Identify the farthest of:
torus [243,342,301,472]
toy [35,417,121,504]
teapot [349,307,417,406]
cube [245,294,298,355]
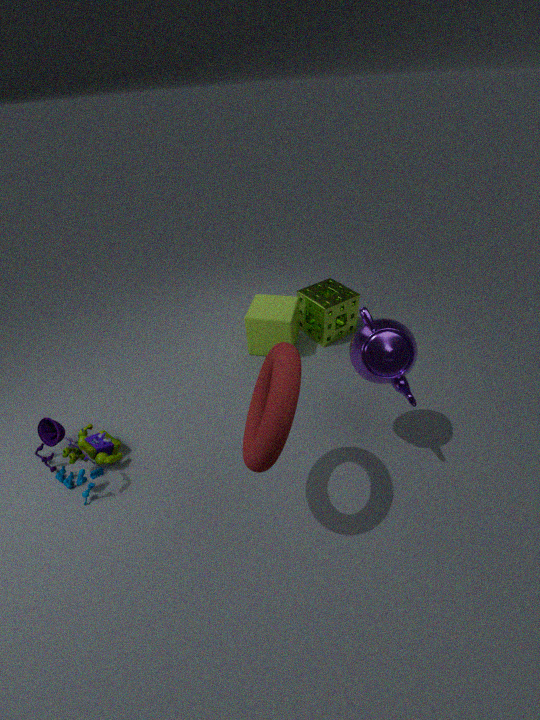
cube [245,294,298,355]
